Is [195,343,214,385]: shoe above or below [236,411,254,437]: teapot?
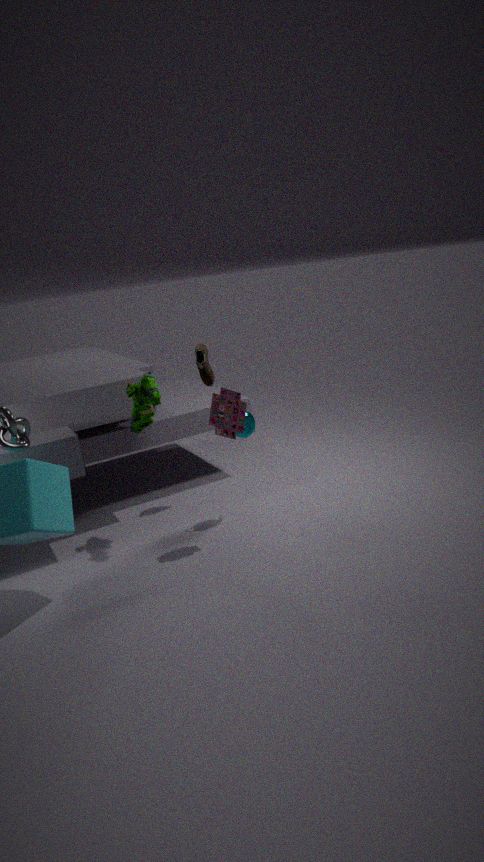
above
